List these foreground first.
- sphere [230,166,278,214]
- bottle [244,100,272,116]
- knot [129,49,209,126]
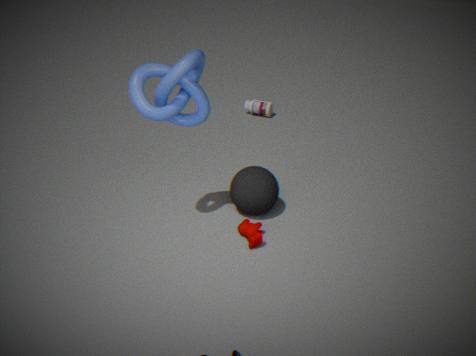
knot [129,49,209,126], sphere [230,166,278,214], bottle [244,100,272,116]
